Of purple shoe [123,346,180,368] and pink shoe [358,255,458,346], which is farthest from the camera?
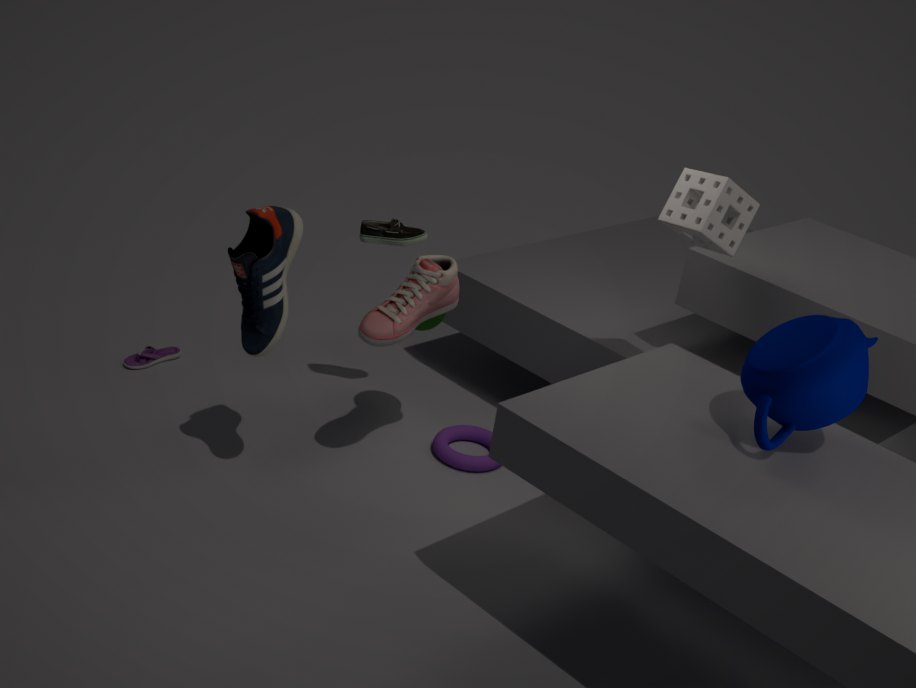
purple shoe [123,346,180,368]
